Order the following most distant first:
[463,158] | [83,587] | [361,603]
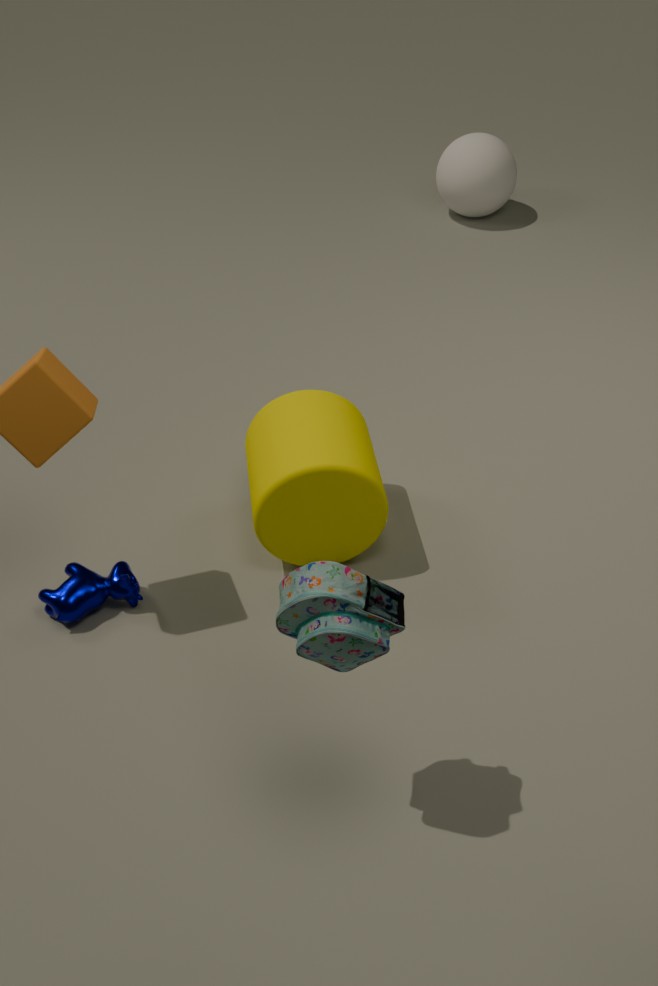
[463,158], [83,587], [361,603]
